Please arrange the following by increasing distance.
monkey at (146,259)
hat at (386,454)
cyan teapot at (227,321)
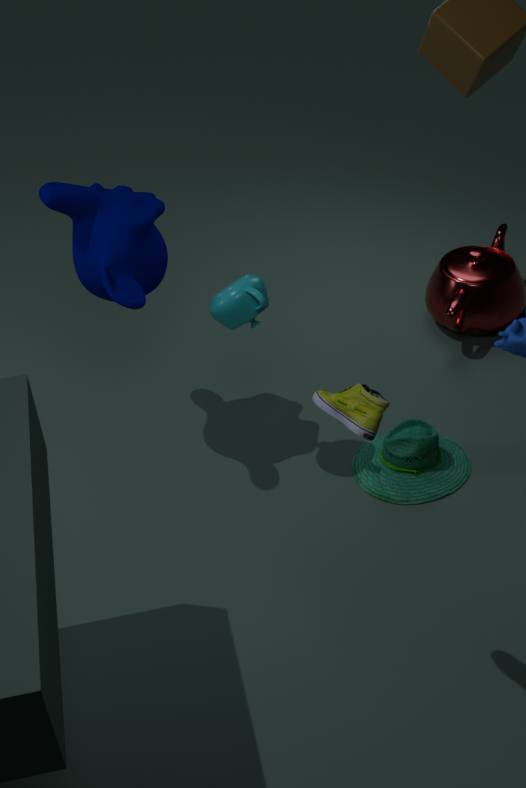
cyan teapot at (227,321) → monkey at (146,259) → hat at (386,454)
